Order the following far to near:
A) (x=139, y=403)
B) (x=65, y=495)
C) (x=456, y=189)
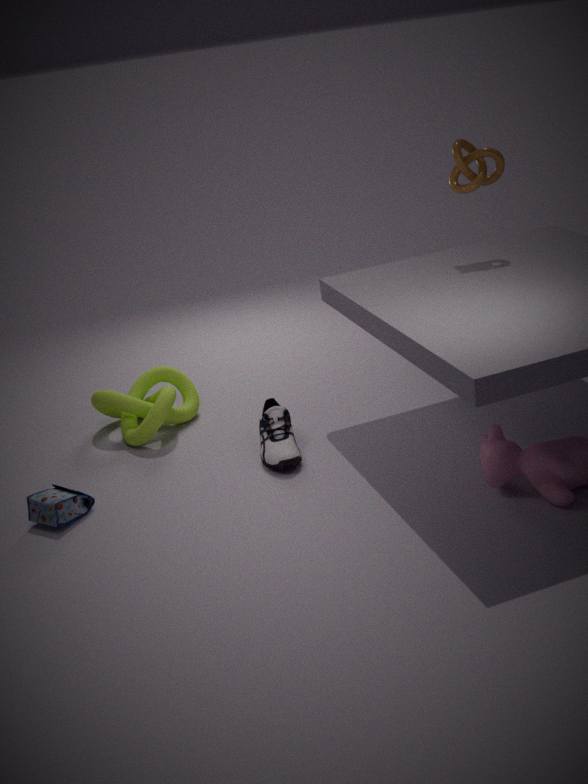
1. (x=139, y=403)
2. (x=456, y=189)
3. (x=65, y=495)
